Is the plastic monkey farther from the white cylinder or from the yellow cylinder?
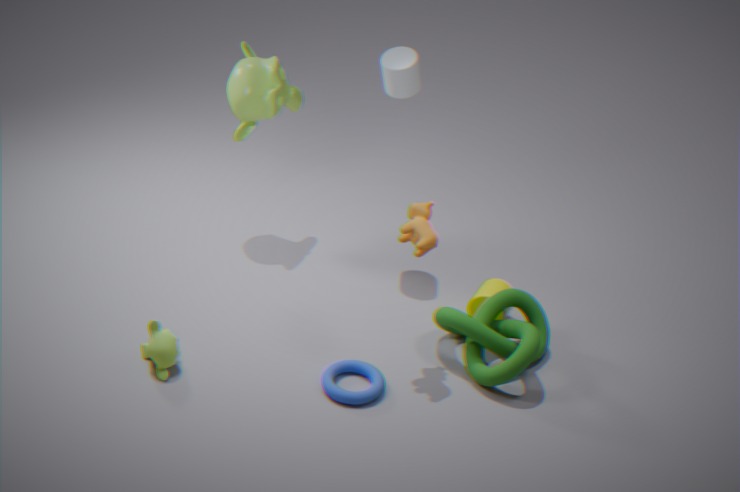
the yellow cylinder
